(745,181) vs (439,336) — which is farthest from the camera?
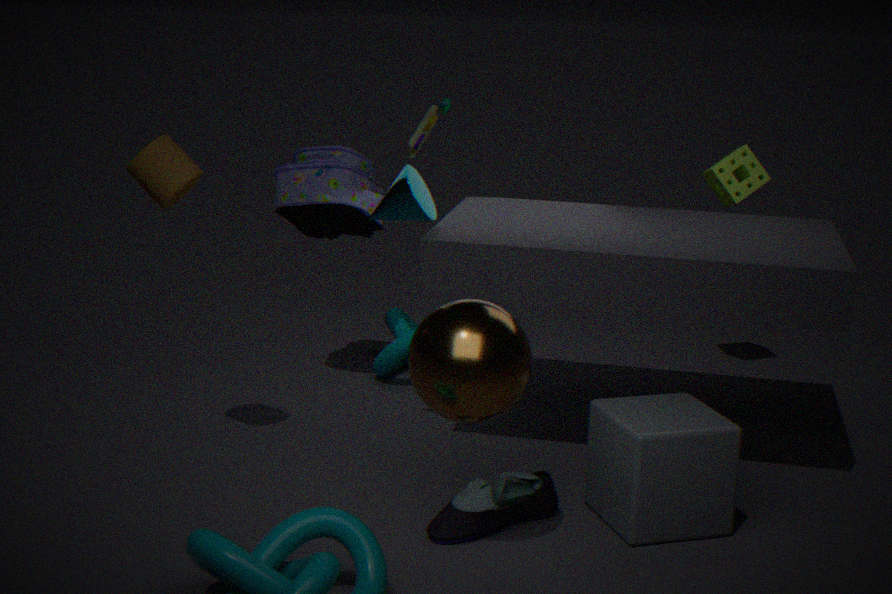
(745,181)
